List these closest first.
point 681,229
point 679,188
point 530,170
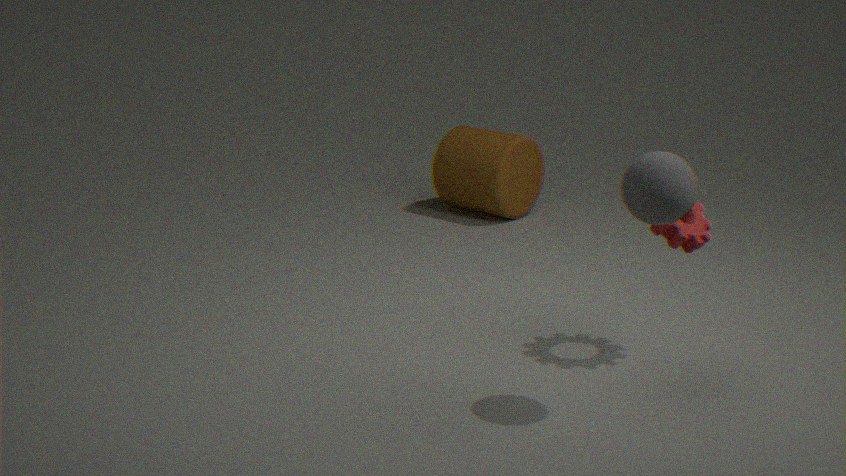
point 679,188 → point 681,229 → point 530,170
